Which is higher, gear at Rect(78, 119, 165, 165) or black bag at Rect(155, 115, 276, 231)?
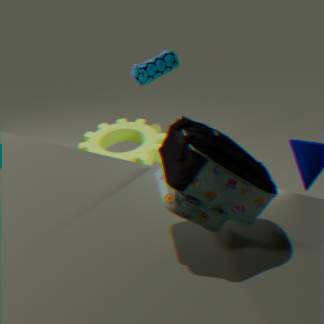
black bag at Rect(155, 115, 276, 231)
